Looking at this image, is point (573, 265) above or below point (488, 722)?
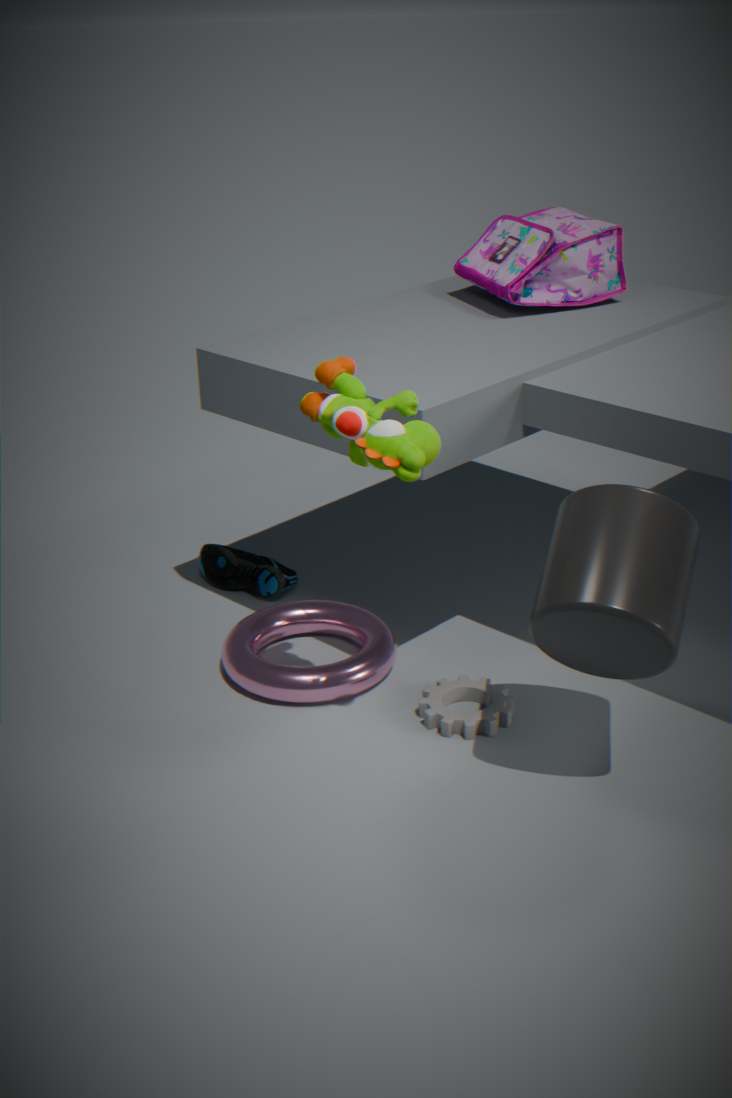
above
